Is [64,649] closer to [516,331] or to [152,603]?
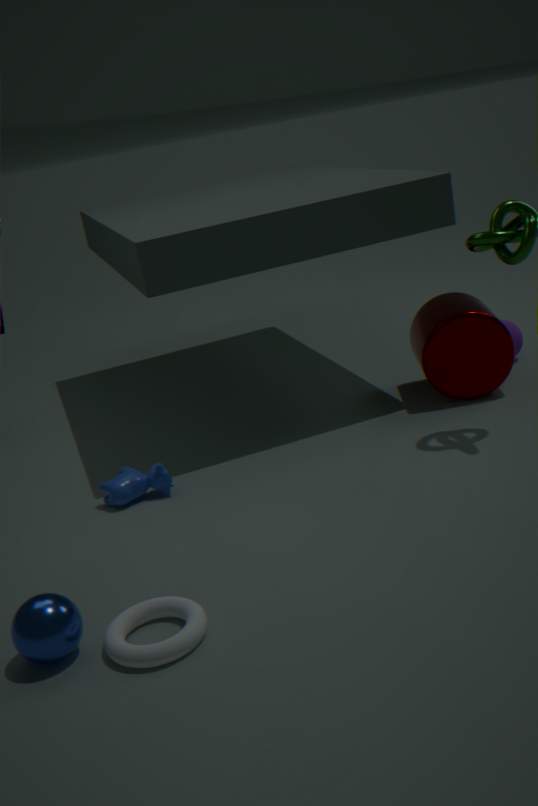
[152,603]
